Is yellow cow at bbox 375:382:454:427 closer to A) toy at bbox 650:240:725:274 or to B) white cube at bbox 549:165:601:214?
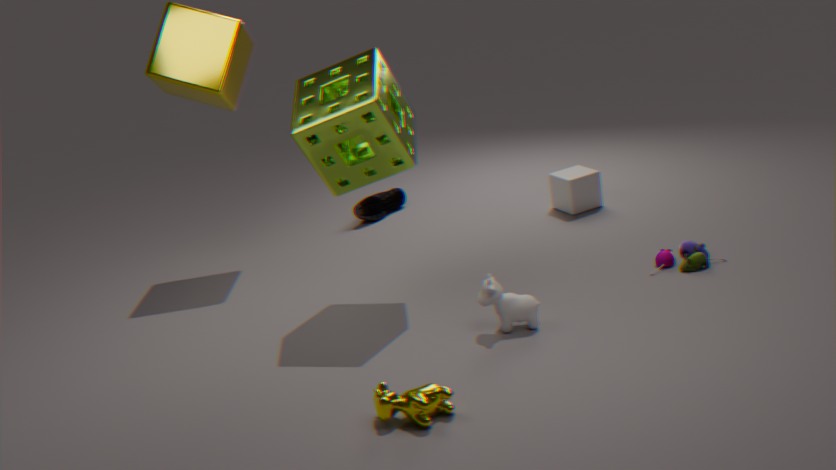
A) toy at bbox 650:240:725:274
